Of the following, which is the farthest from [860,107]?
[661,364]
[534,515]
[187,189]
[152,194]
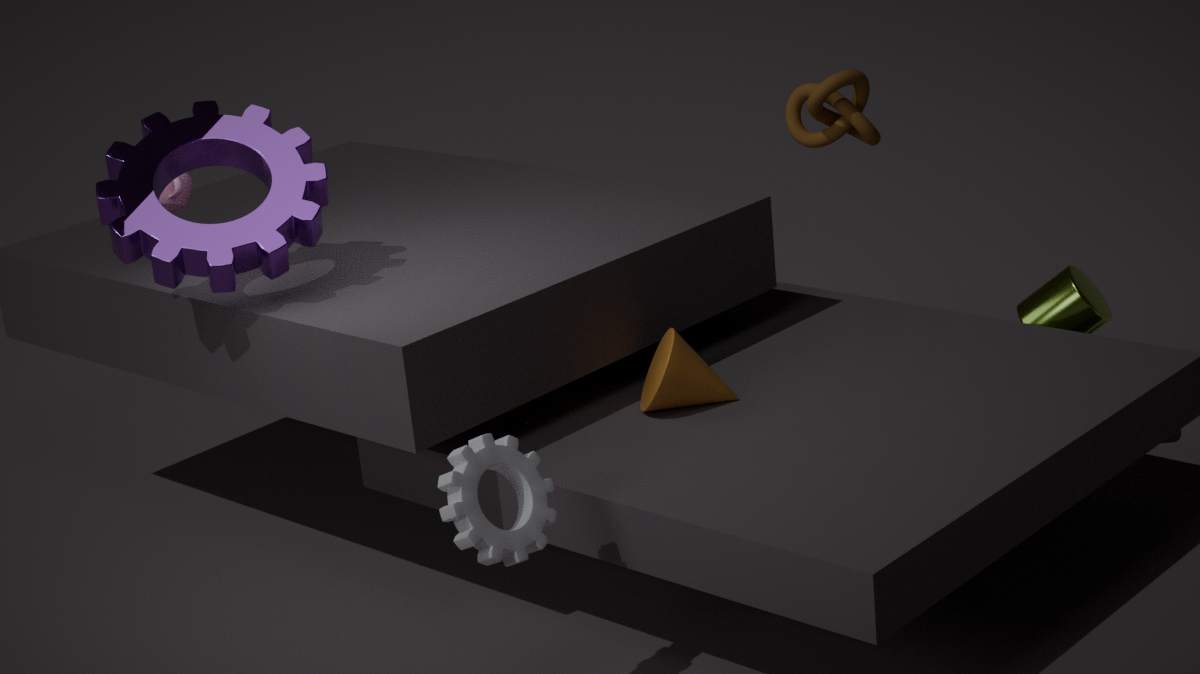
[187,189]
